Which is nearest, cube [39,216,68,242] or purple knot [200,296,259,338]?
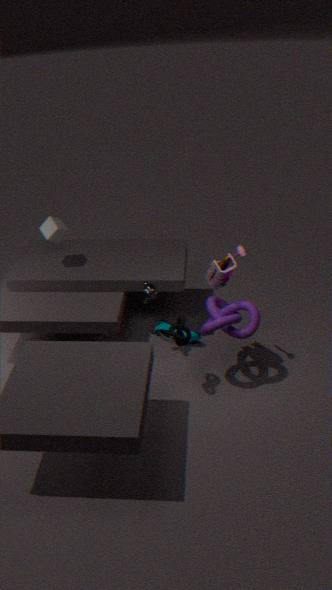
purple knot [200,296,259,338]
